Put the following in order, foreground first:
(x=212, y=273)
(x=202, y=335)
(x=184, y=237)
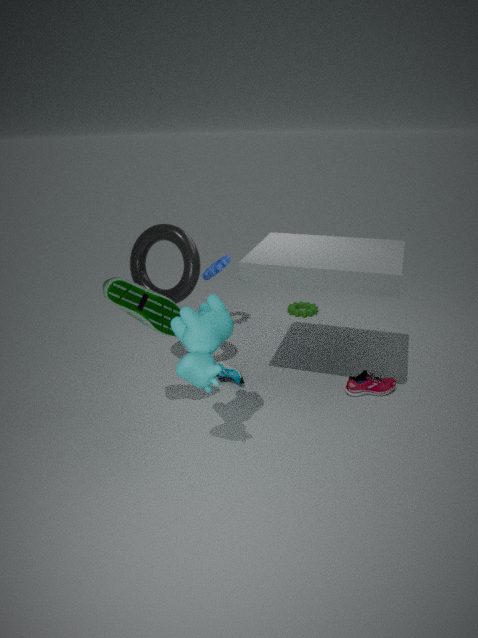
(x=202, y=335) < (x=184, y=237) < (x=212, y=273)
